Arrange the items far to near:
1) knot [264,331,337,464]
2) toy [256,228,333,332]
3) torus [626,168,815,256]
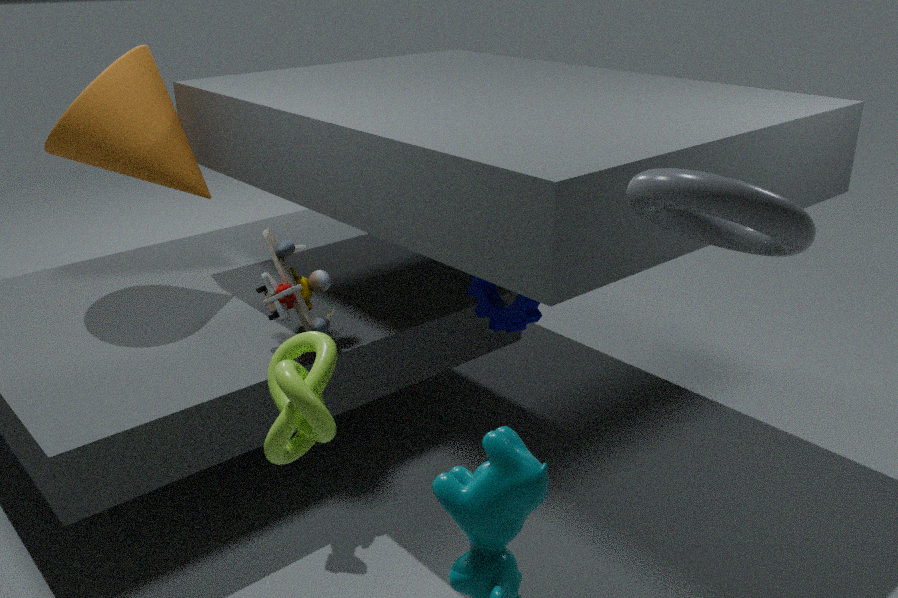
2. toy [256,228,333,332] → 1. knot [264,331,337,464] → 3. torus [626,168,815,256]
